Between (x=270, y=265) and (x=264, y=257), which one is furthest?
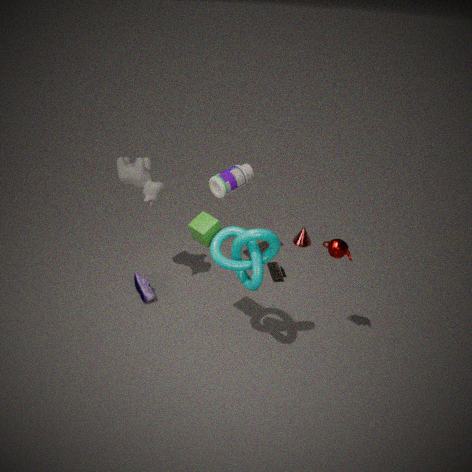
(x=270, y=265)
